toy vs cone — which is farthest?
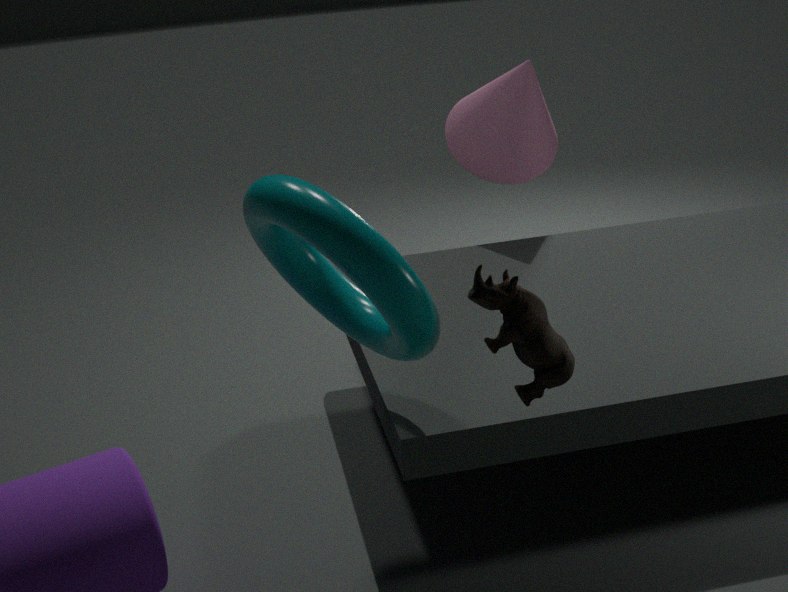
cone
